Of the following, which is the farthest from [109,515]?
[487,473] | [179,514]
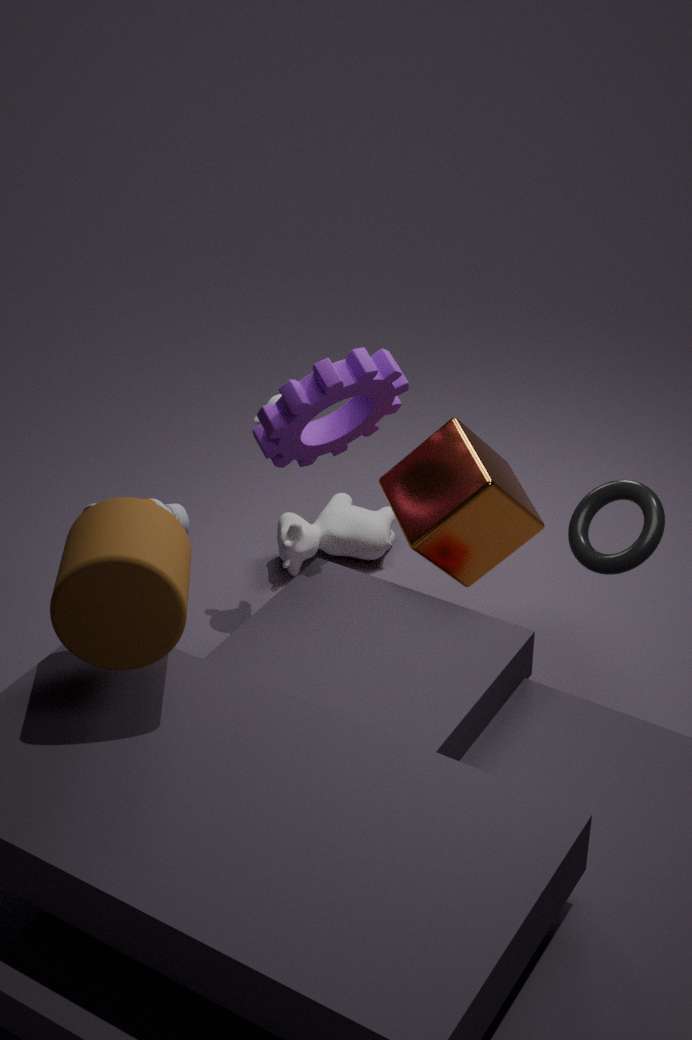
[487,473]
